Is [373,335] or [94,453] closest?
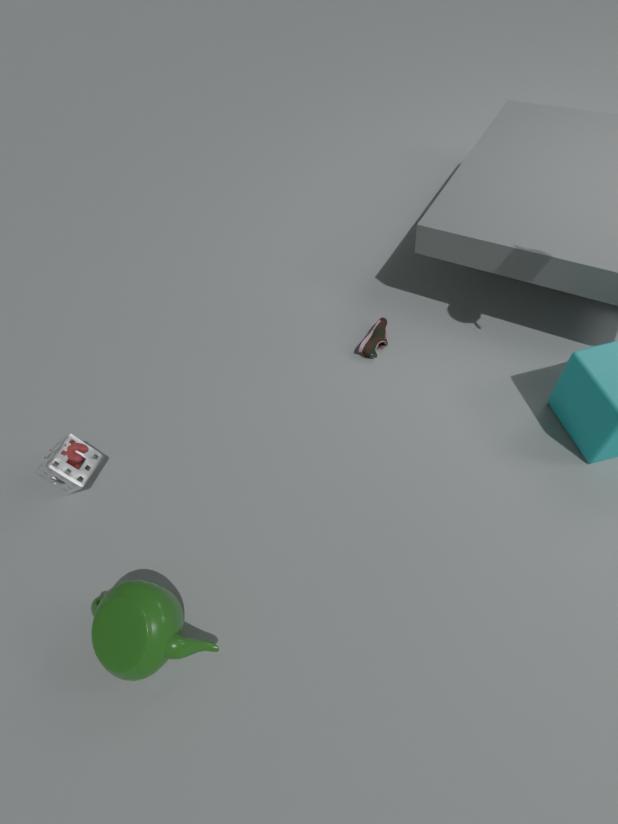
[94,453]
